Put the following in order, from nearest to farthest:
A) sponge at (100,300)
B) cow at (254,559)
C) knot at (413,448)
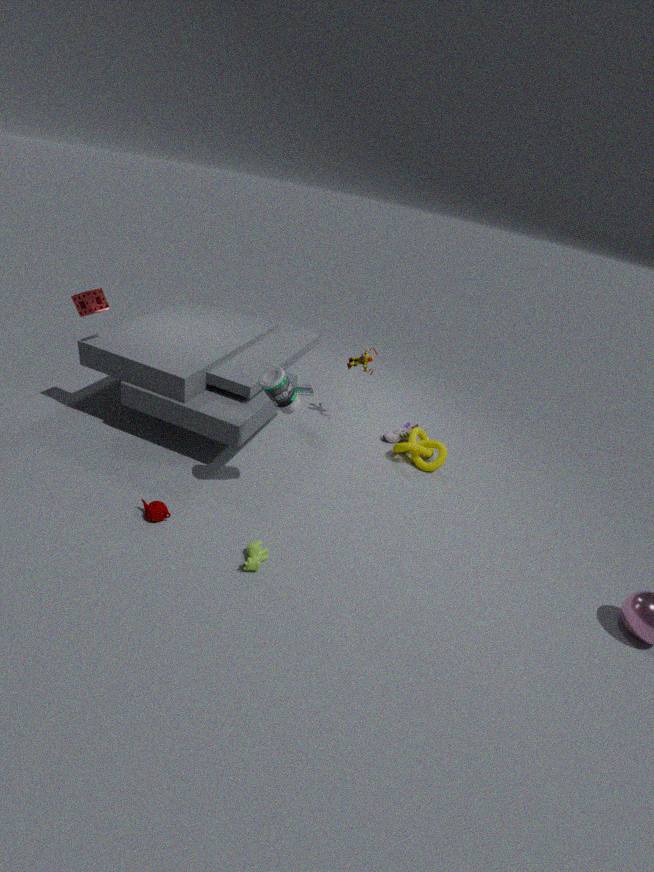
1. cow at (254,559)
2. sponge at (100,300)
3. knot at (413,448)
